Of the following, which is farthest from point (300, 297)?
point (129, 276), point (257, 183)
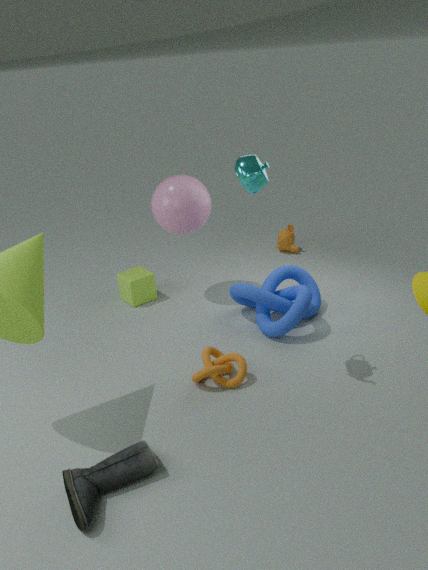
point (257, 183)
